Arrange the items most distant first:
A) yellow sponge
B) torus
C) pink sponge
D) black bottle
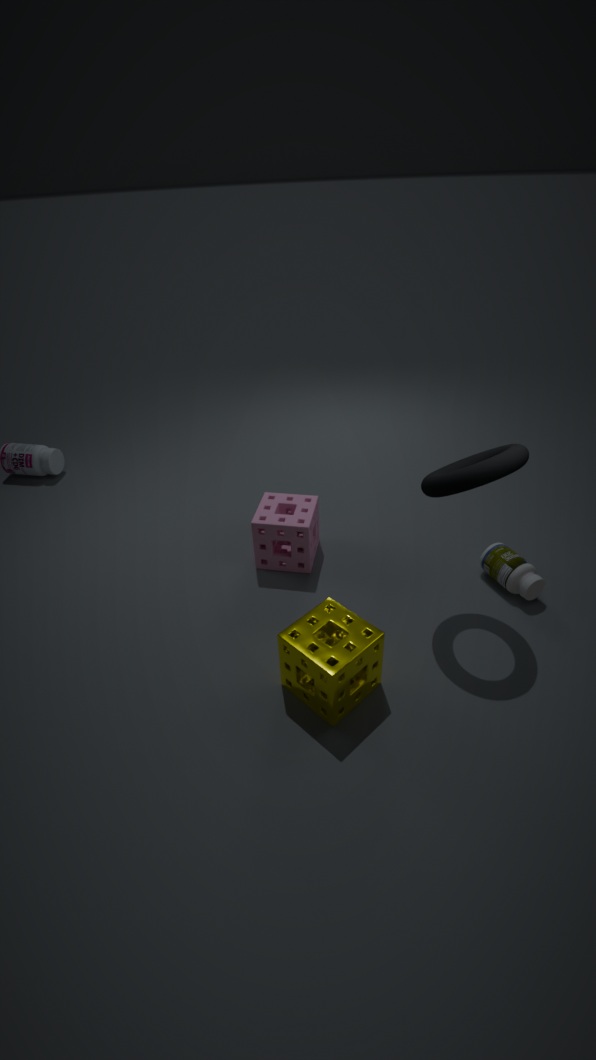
1. pink sponge
2. black bottle
3. torus
4. yellow sponge
